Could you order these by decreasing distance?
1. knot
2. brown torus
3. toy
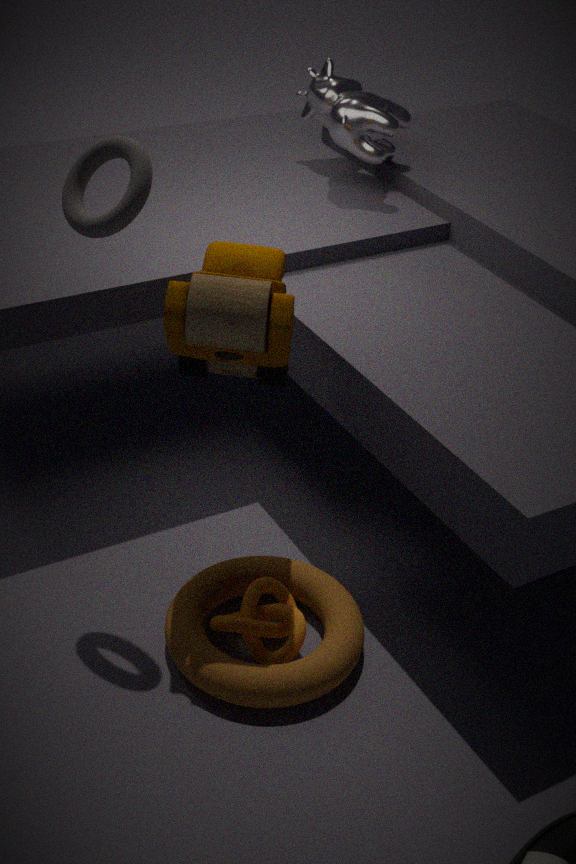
1. knot
2. brown torus
3. toy
